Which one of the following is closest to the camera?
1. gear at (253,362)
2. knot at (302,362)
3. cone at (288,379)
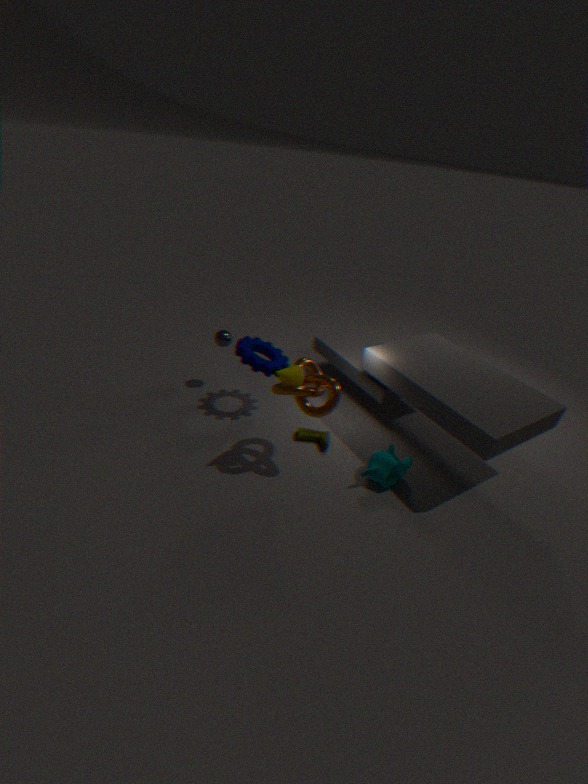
knot at (302,362)
